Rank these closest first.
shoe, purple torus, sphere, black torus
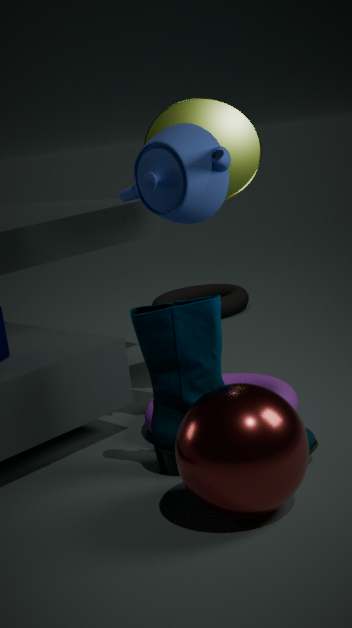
sphere
shoe
purple torus
black torus
